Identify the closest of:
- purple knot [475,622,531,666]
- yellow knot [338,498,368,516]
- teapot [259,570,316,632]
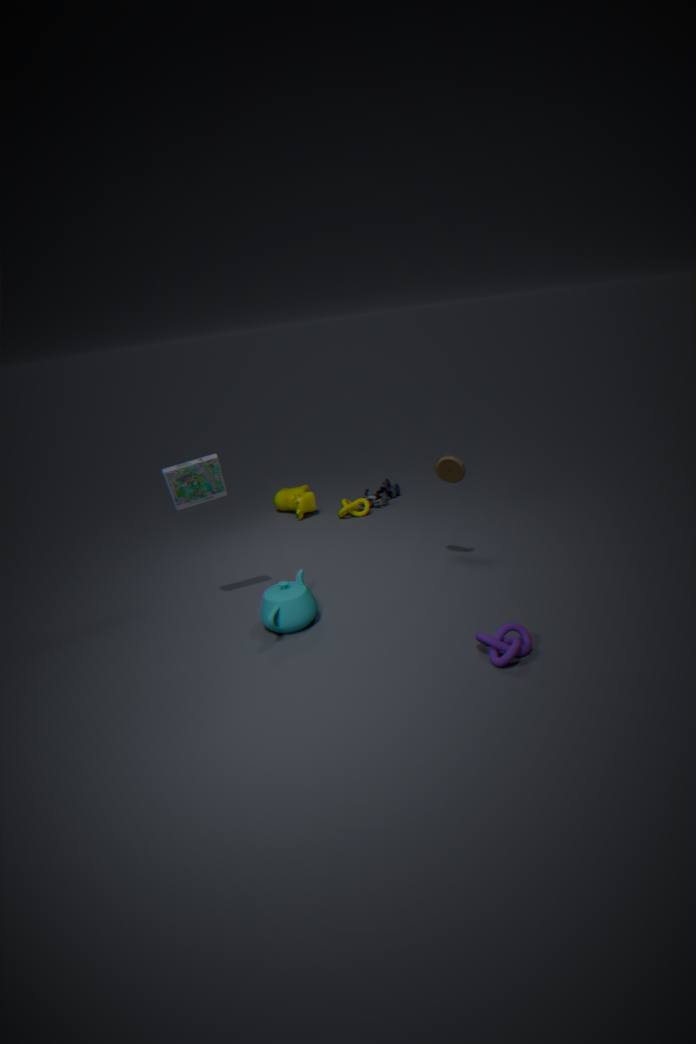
purple knot [475,622,531,666]
